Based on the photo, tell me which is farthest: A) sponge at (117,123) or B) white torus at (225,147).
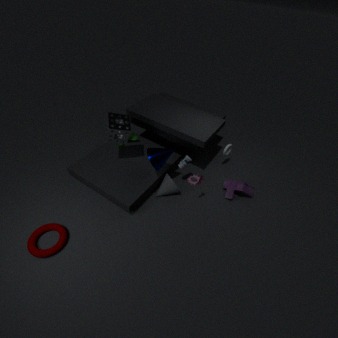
B. white torus at (225,147)
